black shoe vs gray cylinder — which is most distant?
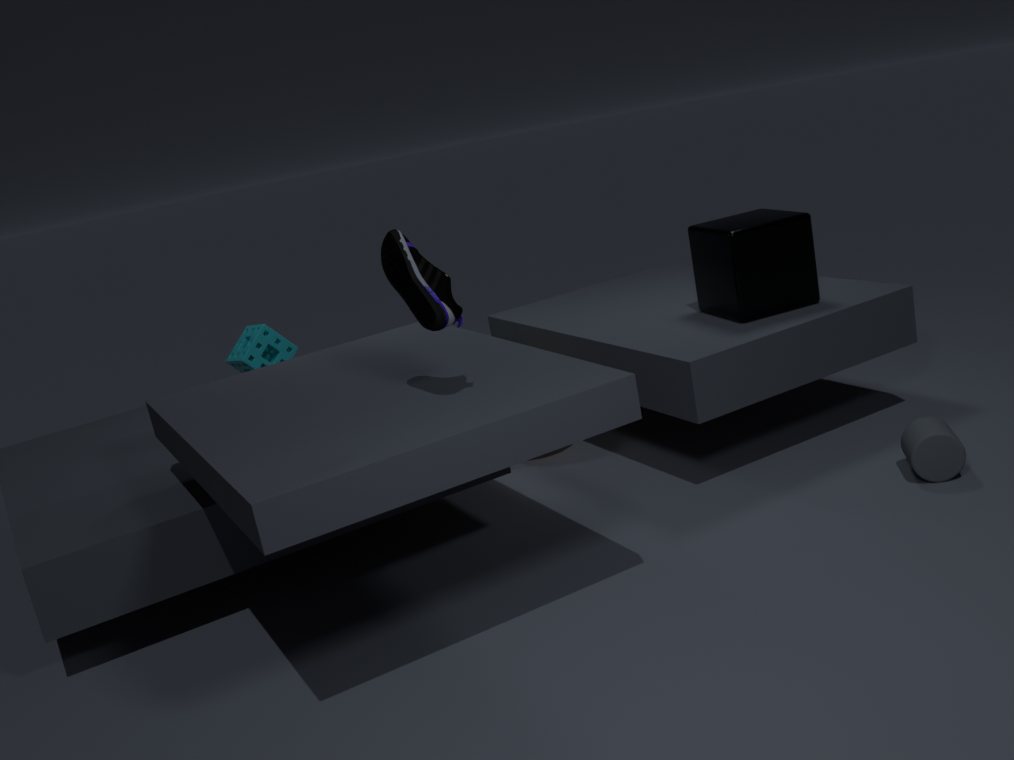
gray cylinder
